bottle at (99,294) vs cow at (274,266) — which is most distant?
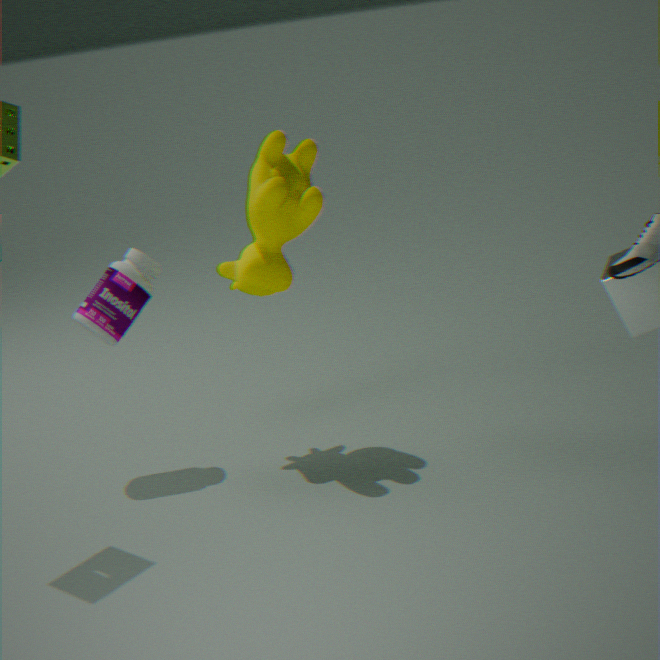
bottle at (99,294)
